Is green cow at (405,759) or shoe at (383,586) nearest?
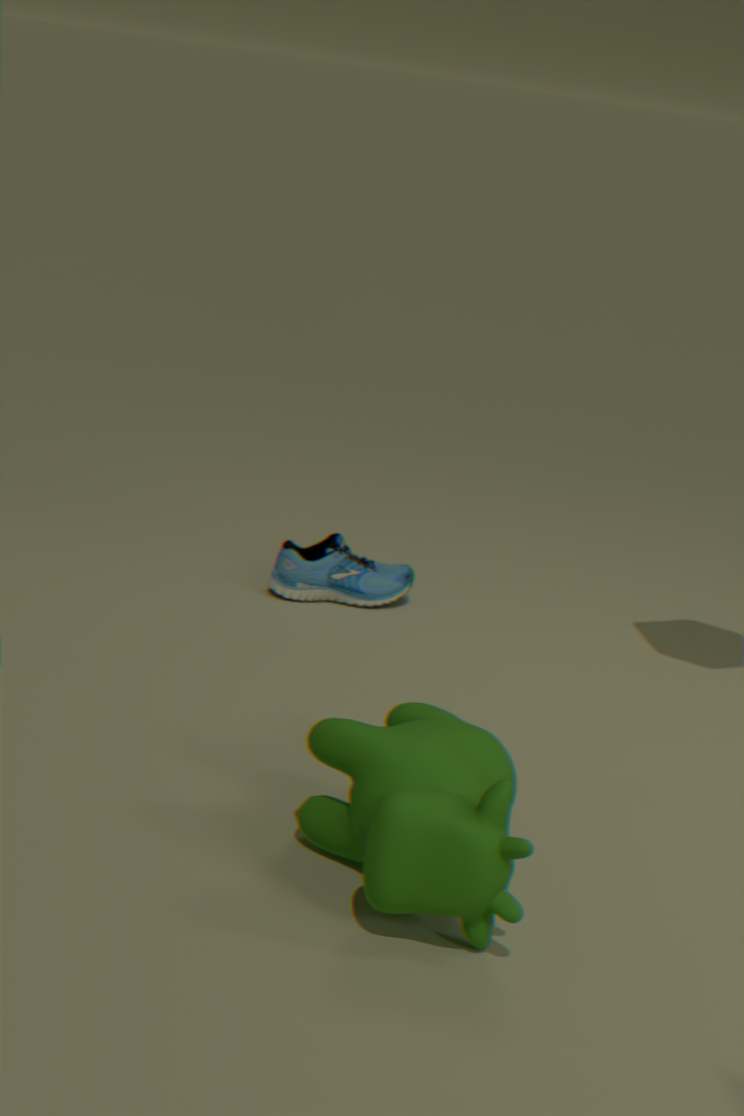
green cow at (405,759)
